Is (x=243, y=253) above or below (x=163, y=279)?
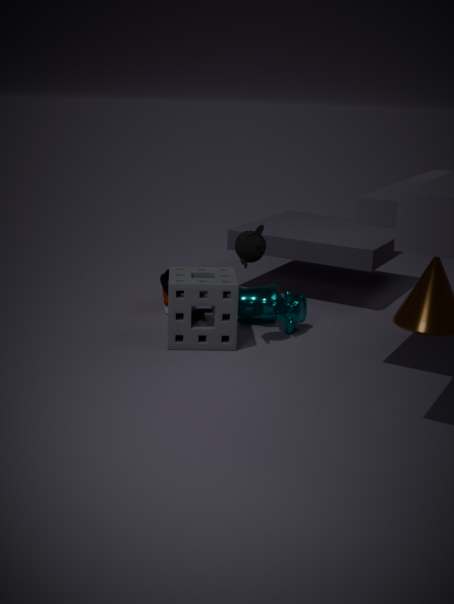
above
